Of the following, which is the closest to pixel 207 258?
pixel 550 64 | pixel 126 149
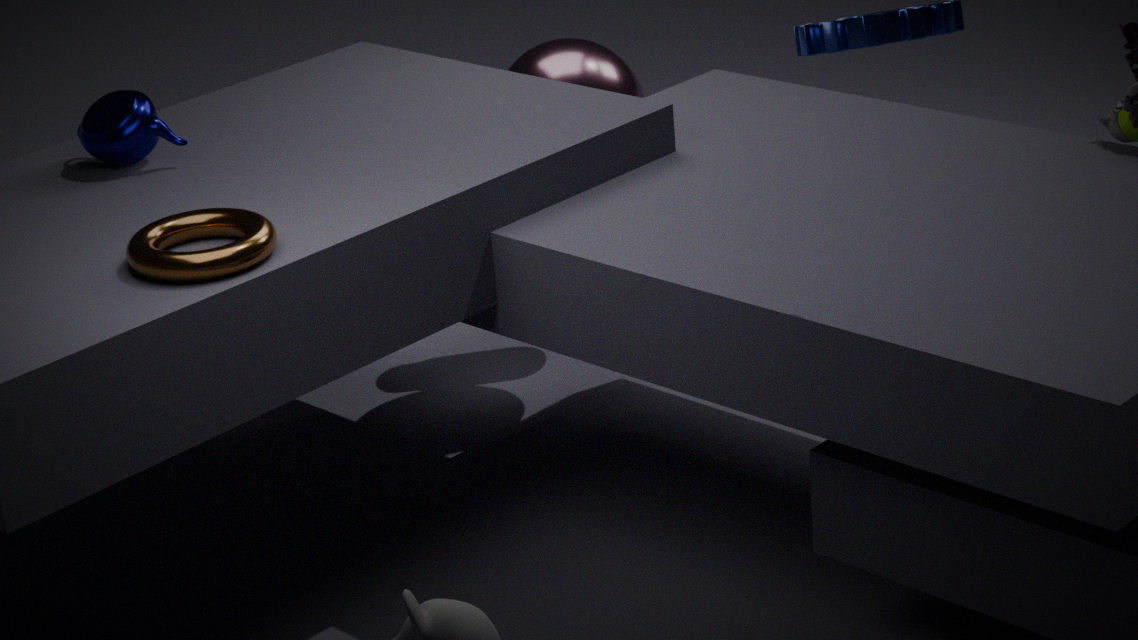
pixel 126 149
